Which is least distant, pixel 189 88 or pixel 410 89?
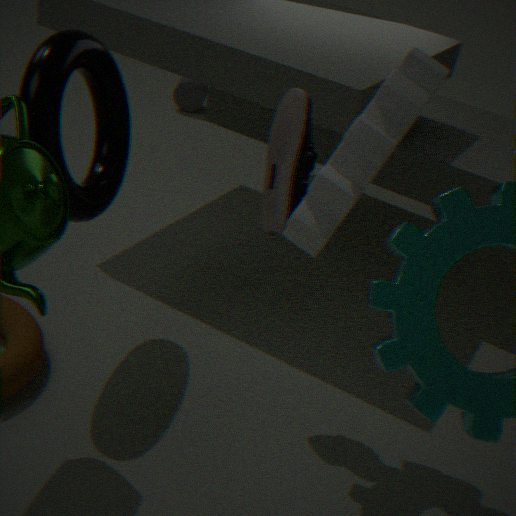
pixel 410 89
